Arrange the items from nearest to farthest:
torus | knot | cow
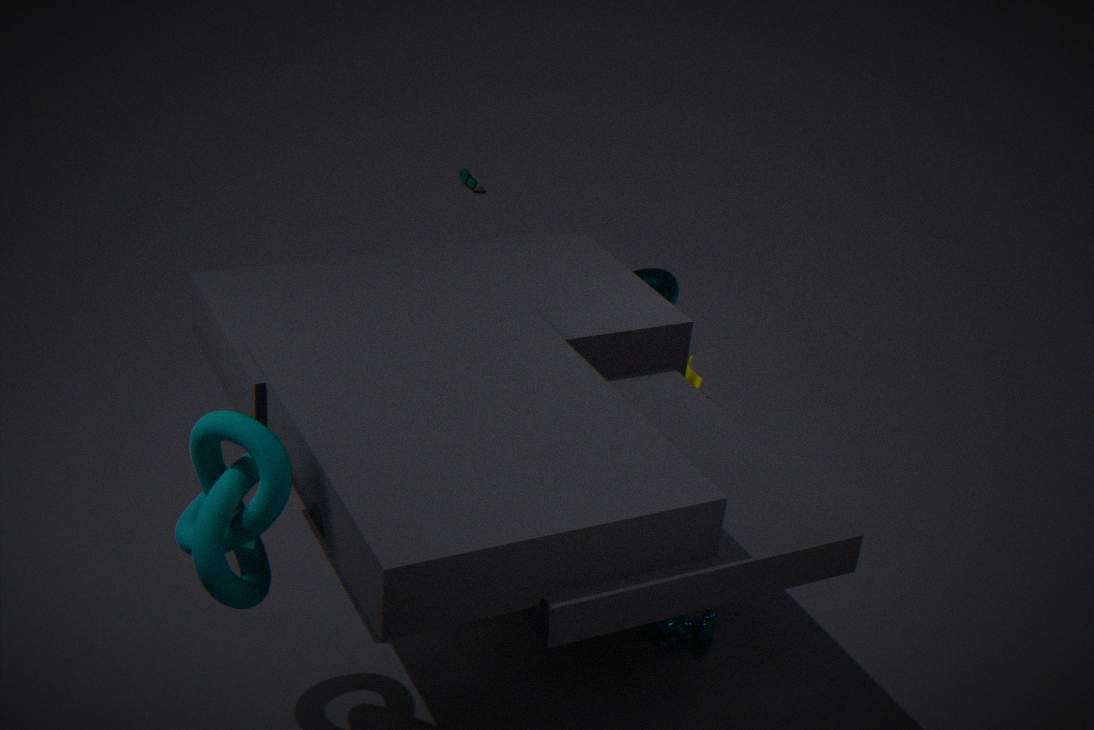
knot → cow → torus
